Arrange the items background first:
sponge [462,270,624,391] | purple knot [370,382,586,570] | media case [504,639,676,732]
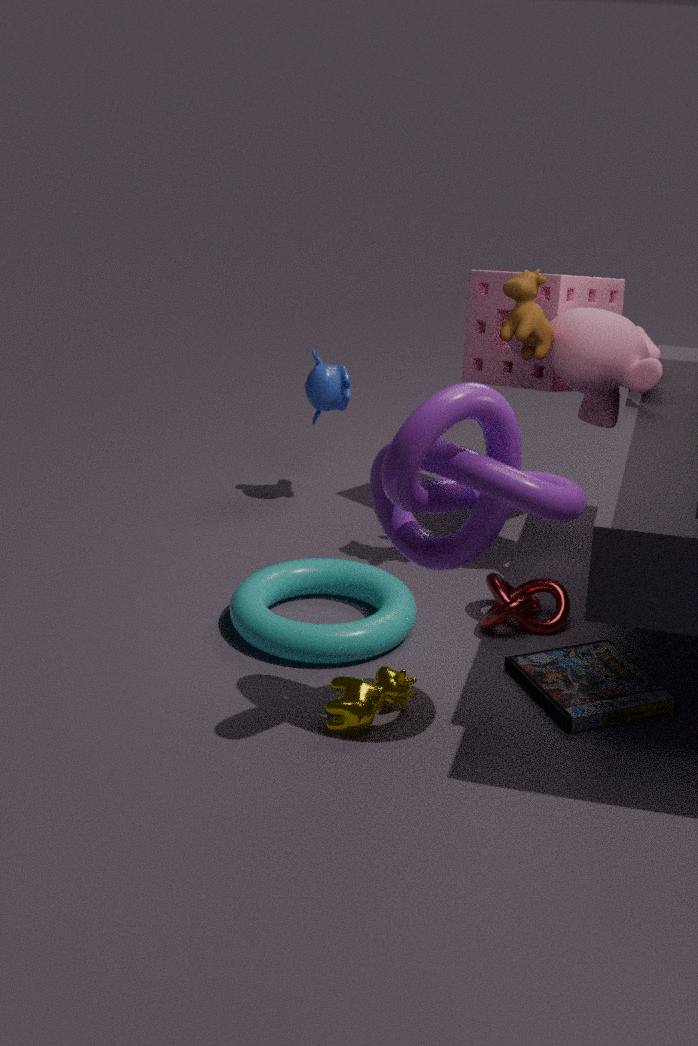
sponge [462,270,624,391] → media case [504,639,676,732] → purple knot [370,382,586,570]
